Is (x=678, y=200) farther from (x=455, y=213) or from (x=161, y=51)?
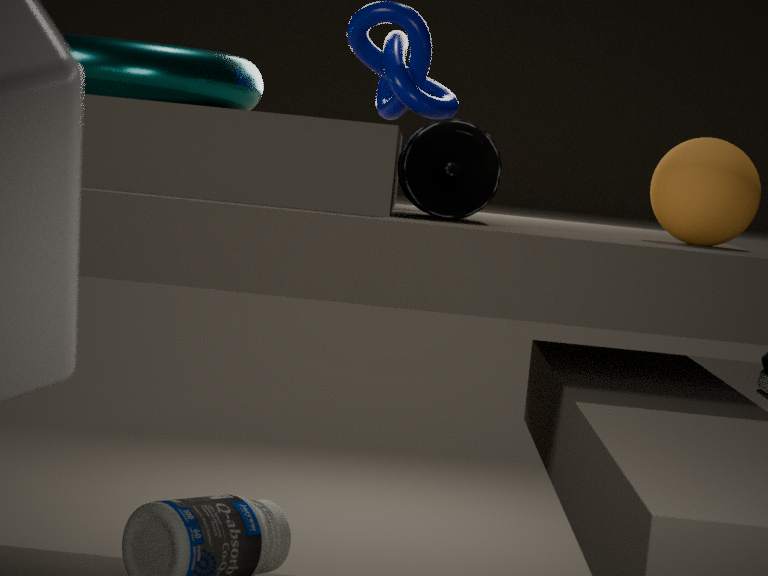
(x=161, y=51)
